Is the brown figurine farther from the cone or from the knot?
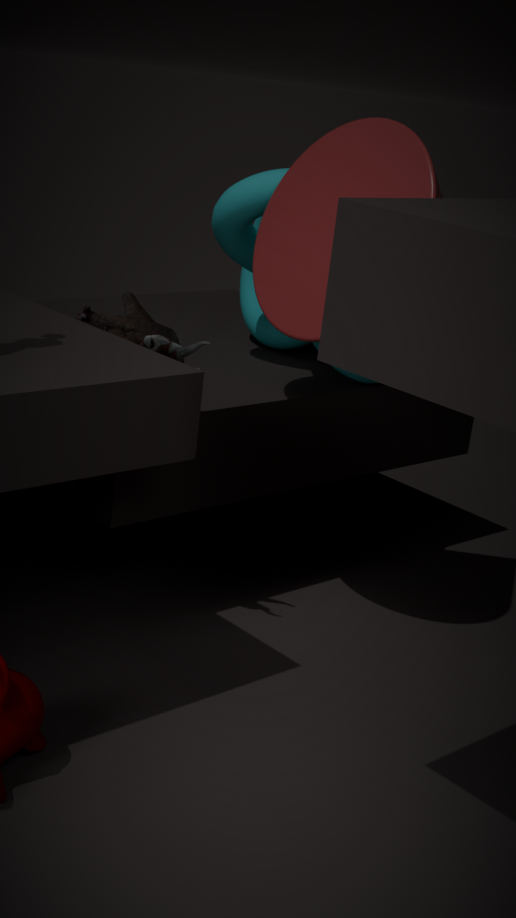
the knot
